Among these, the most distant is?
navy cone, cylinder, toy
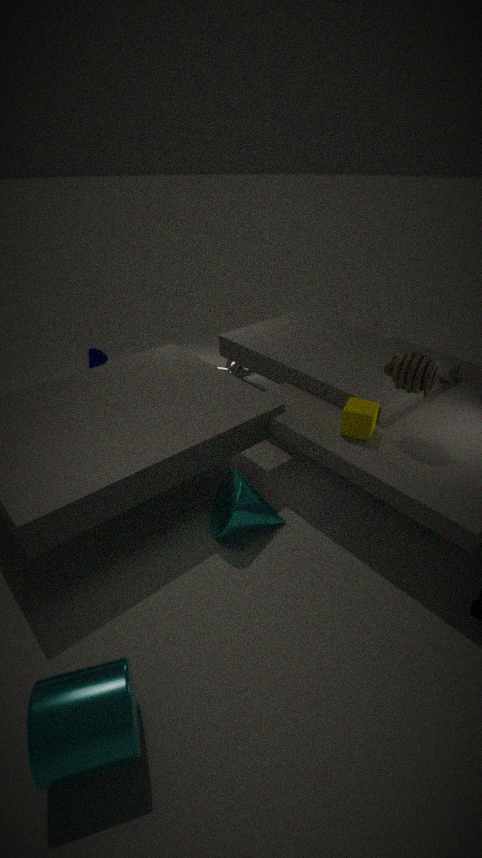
navy cone
